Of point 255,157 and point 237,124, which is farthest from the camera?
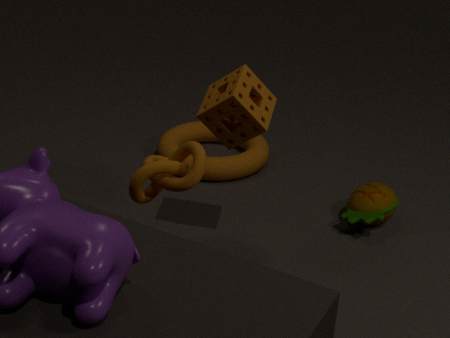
point 255,157
